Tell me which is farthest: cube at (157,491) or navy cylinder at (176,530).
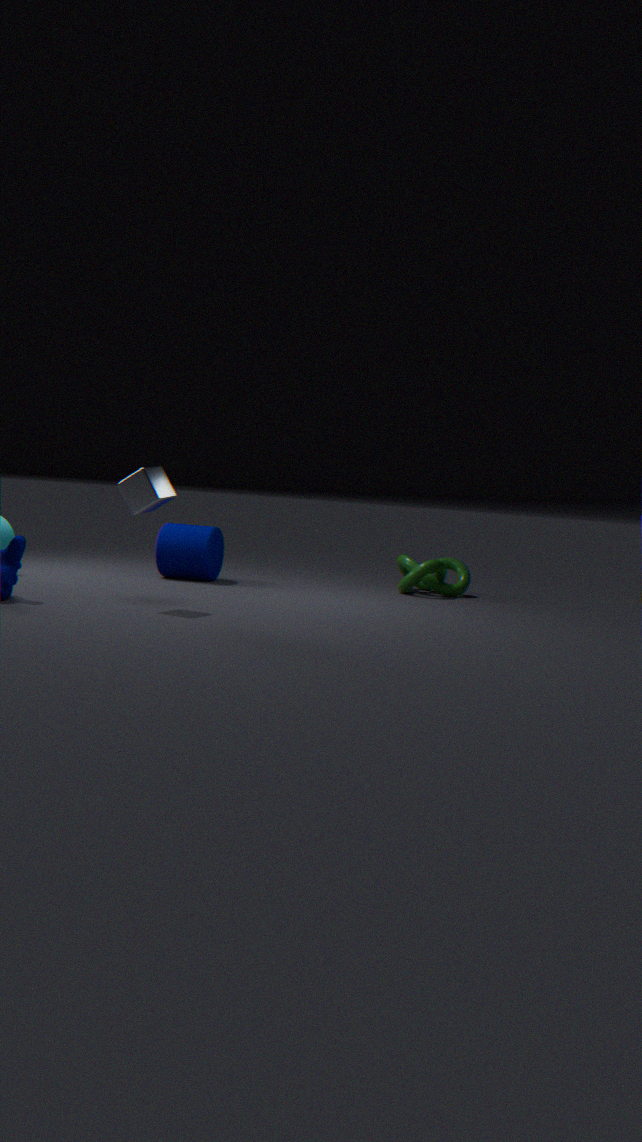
navy cylinder at (176,530)
